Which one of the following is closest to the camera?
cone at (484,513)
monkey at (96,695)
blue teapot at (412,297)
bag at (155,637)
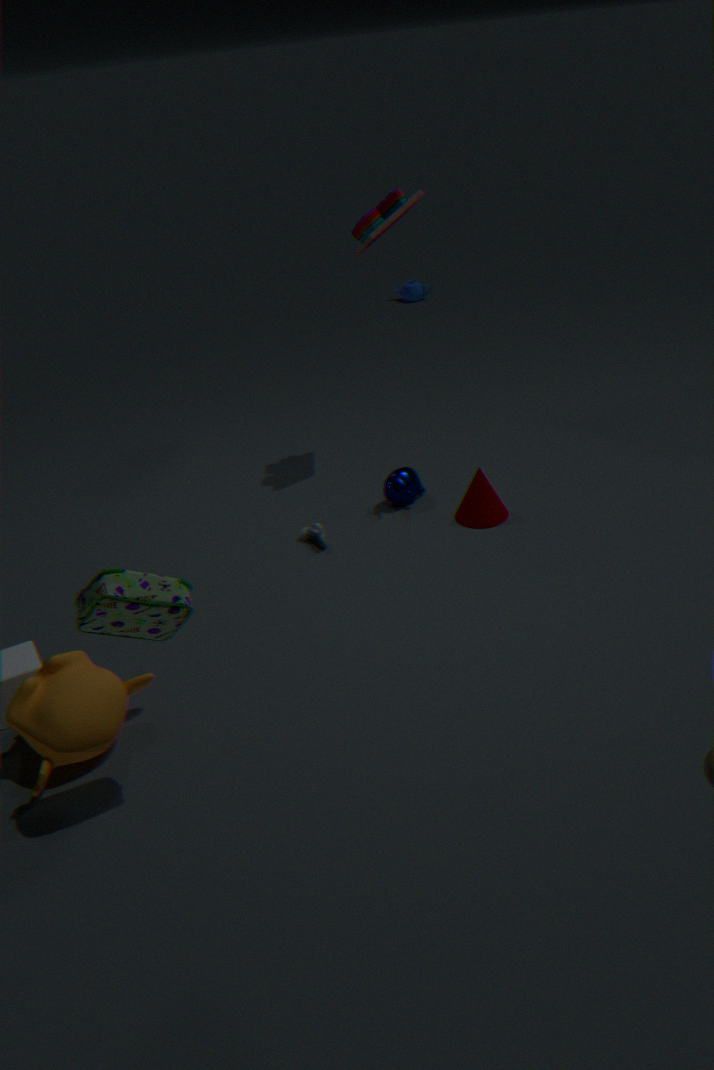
bag at (155,637)
